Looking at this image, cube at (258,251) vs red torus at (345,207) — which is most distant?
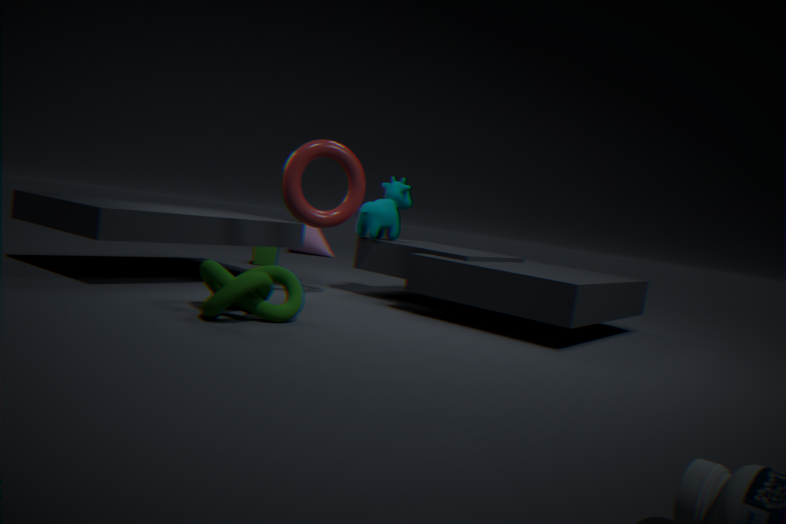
cube at (258,251)
